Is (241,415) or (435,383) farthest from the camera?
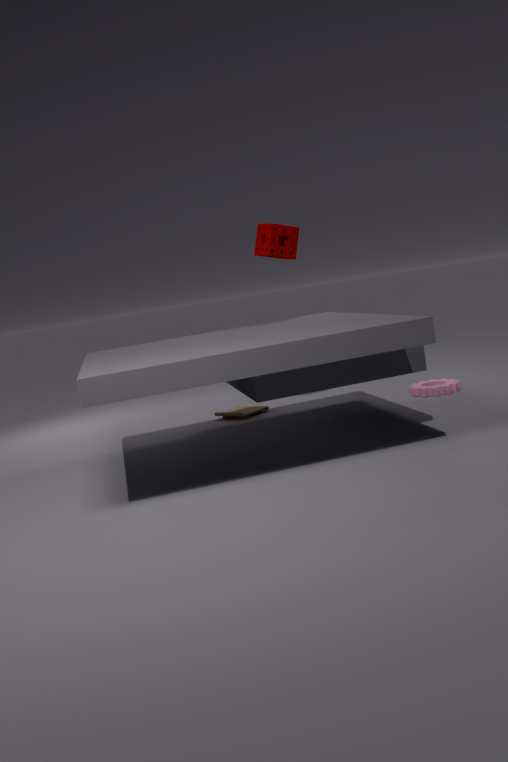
(241,415)
